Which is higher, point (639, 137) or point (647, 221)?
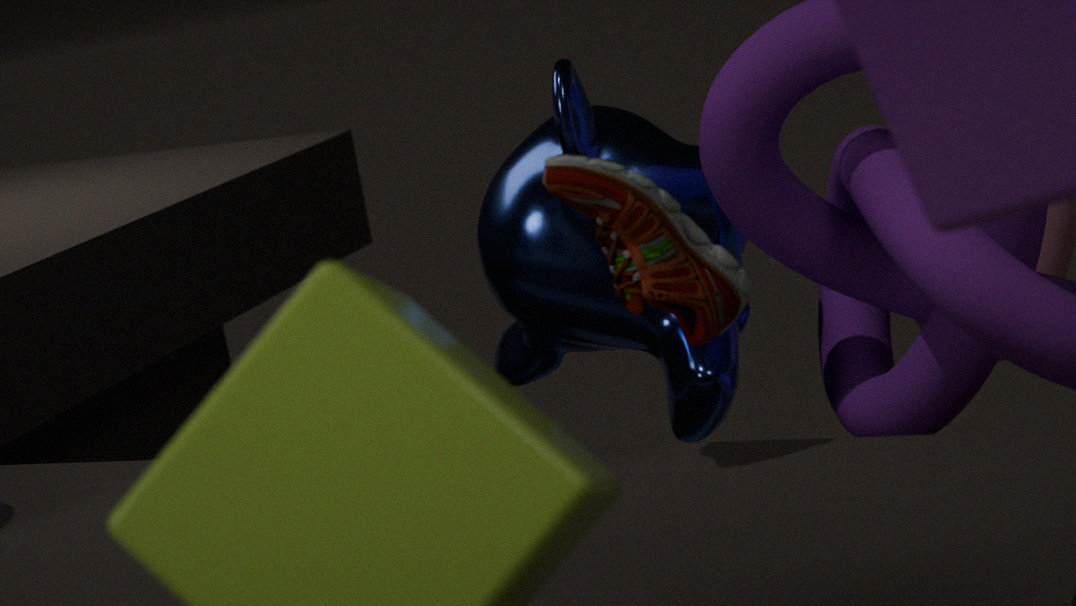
point (647, 221)
